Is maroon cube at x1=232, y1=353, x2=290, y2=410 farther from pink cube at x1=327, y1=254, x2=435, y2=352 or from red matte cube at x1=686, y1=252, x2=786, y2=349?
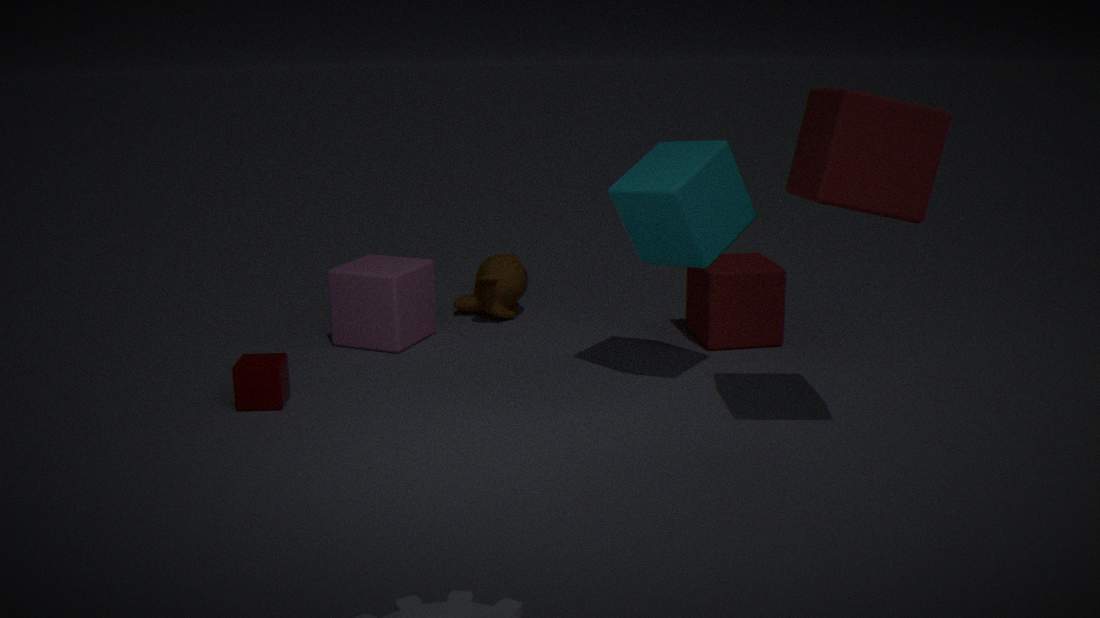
red matte cube at x1=686, y1=252, x2=786, y2=349
